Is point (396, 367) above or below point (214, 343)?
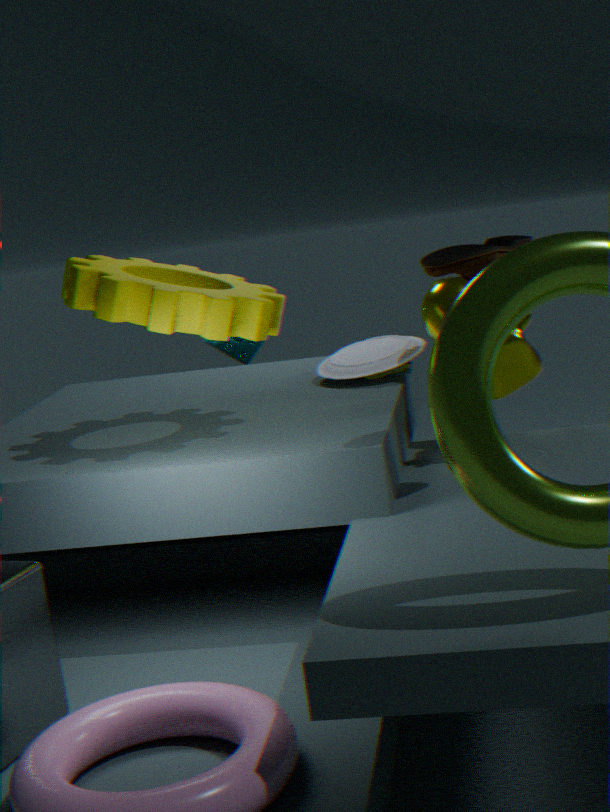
below
